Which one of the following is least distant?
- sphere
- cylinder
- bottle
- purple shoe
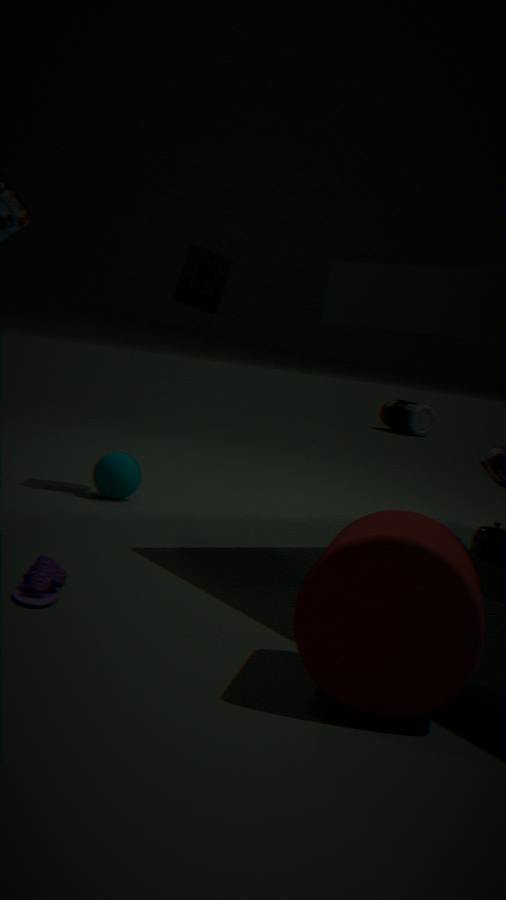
cylinder
